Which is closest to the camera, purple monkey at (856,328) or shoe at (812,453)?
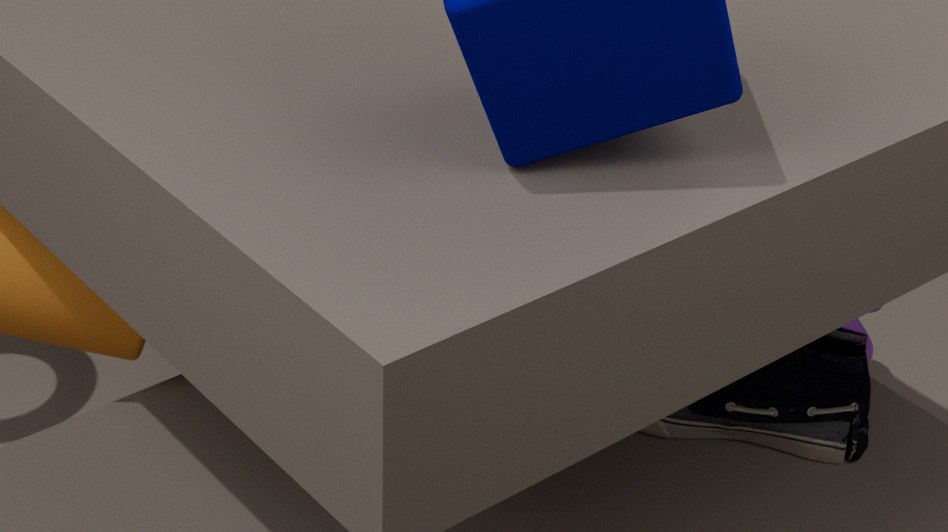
shoe at (812,453)
